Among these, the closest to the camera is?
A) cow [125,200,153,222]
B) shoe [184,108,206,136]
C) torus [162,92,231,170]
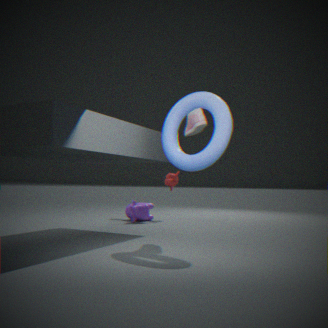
torus [162,92,231,170]
